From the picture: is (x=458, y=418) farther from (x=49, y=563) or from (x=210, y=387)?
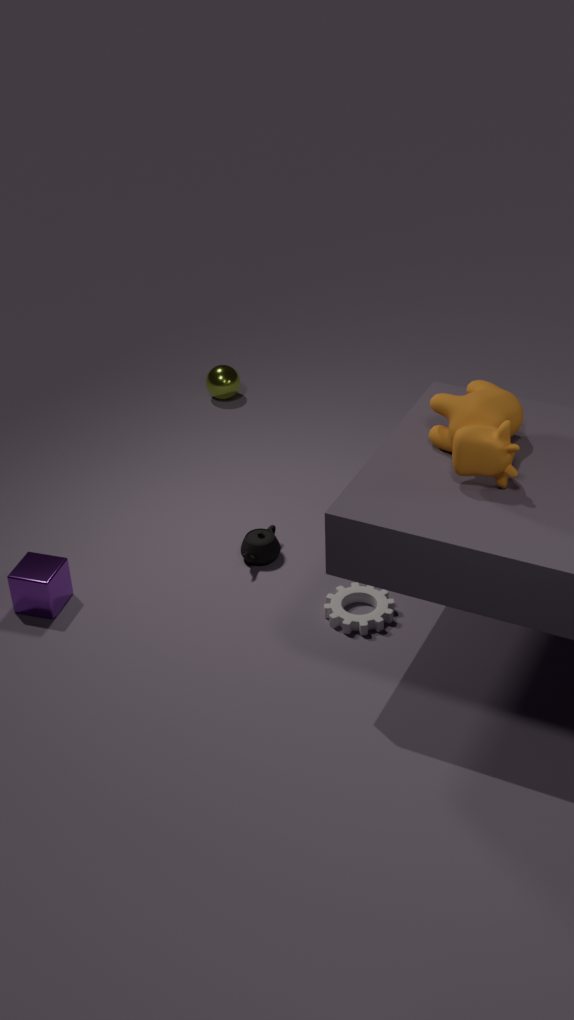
(x=210, y=387)
